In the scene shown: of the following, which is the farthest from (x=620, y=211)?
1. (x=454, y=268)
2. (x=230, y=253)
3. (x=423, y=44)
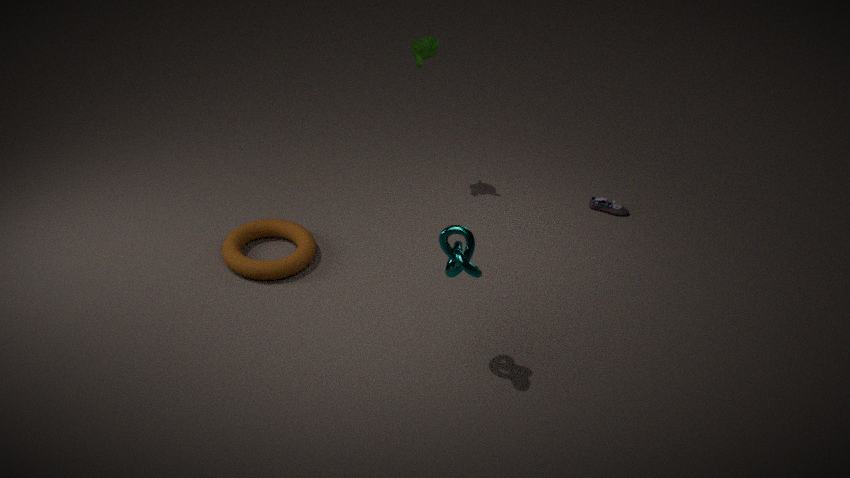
(x=230, y=253)
